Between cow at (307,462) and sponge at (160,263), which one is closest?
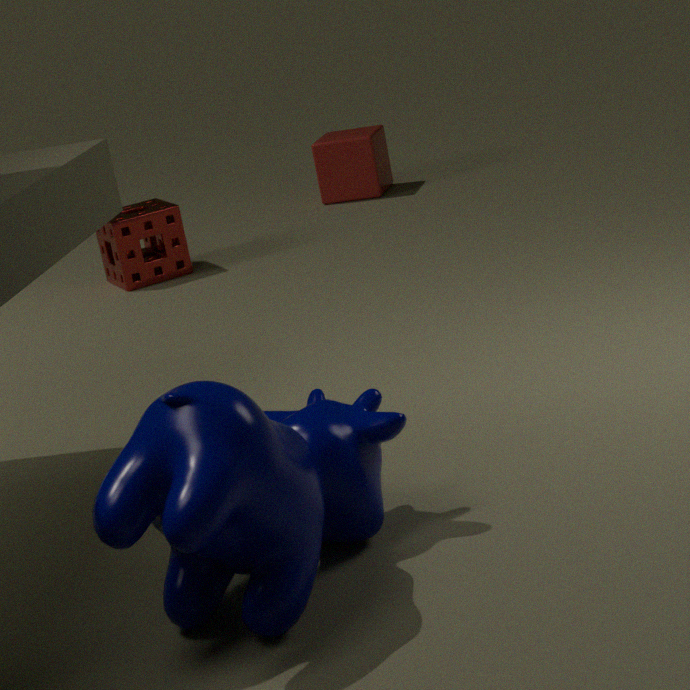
cow at (307,462)
